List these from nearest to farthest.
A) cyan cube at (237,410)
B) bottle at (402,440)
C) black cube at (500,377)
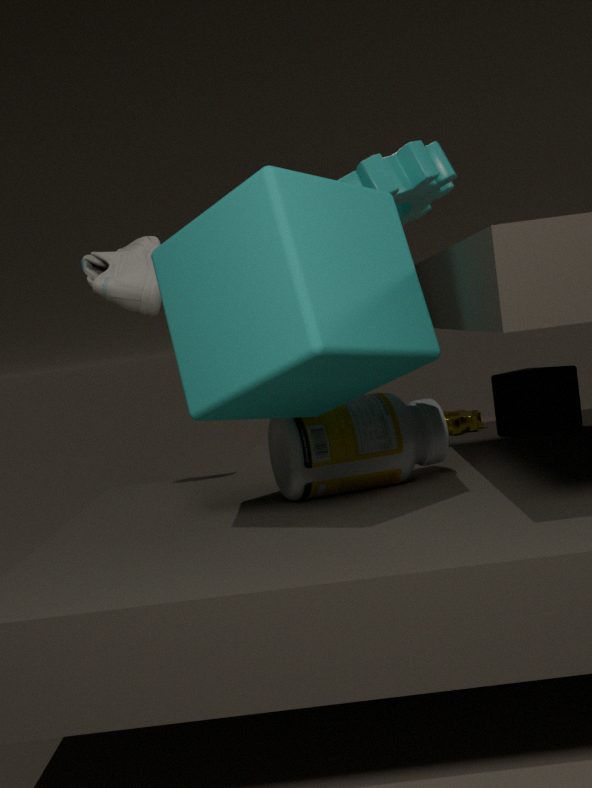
cyan cube at (237,410), bottle at (402,440), black cube at (500,377)
